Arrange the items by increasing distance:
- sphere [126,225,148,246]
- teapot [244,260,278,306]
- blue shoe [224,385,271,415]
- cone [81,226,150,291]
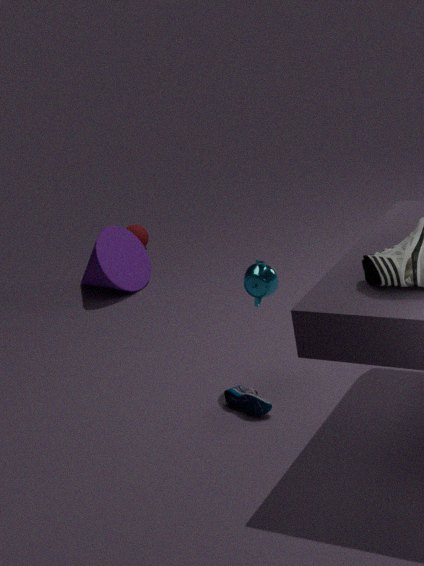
blue shoe [224,385,271,415] < teapot [244,260,278,306] < cone [81,226,150,291] < sphere [126,225,148,246]
